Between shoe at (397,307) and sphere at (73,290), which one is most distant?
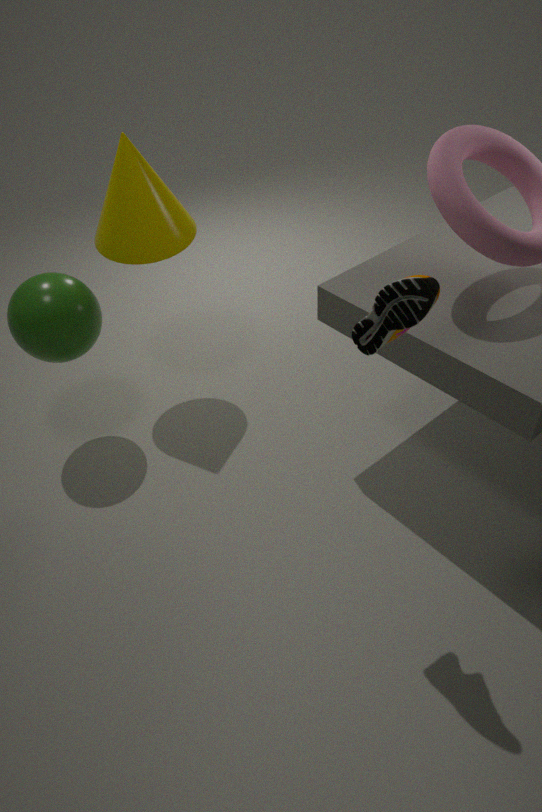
sphere at (73,290)
